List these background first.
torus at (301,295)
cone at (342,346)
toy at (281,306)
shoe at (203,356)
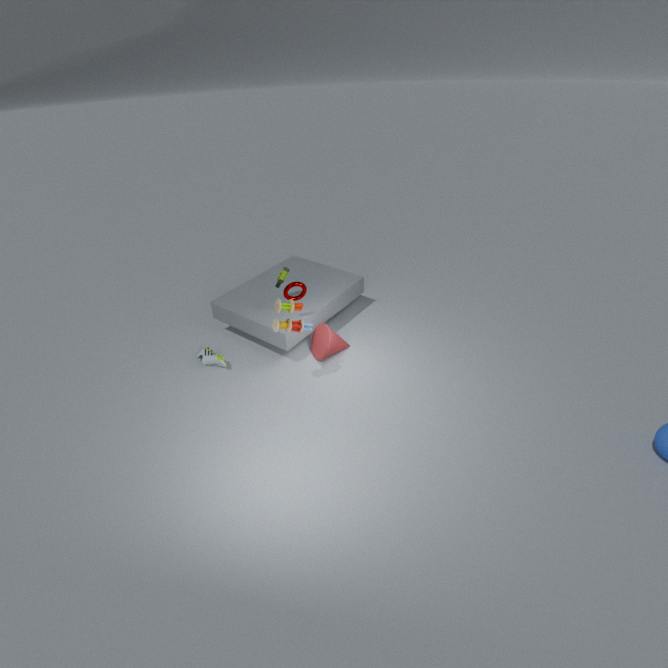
shoe at (203,356)
cone at (342,346)
torus at (301,295)
toy at (281,306)
